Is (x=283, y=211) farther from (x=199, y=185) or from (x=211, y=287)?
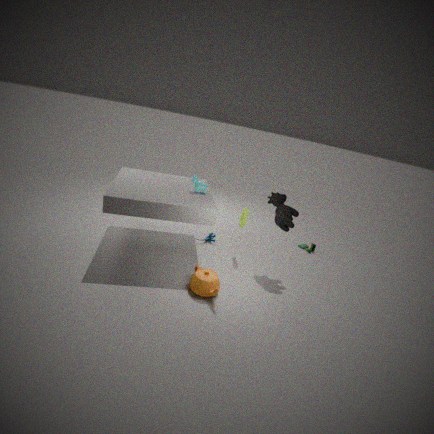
(x=211, y=287)
